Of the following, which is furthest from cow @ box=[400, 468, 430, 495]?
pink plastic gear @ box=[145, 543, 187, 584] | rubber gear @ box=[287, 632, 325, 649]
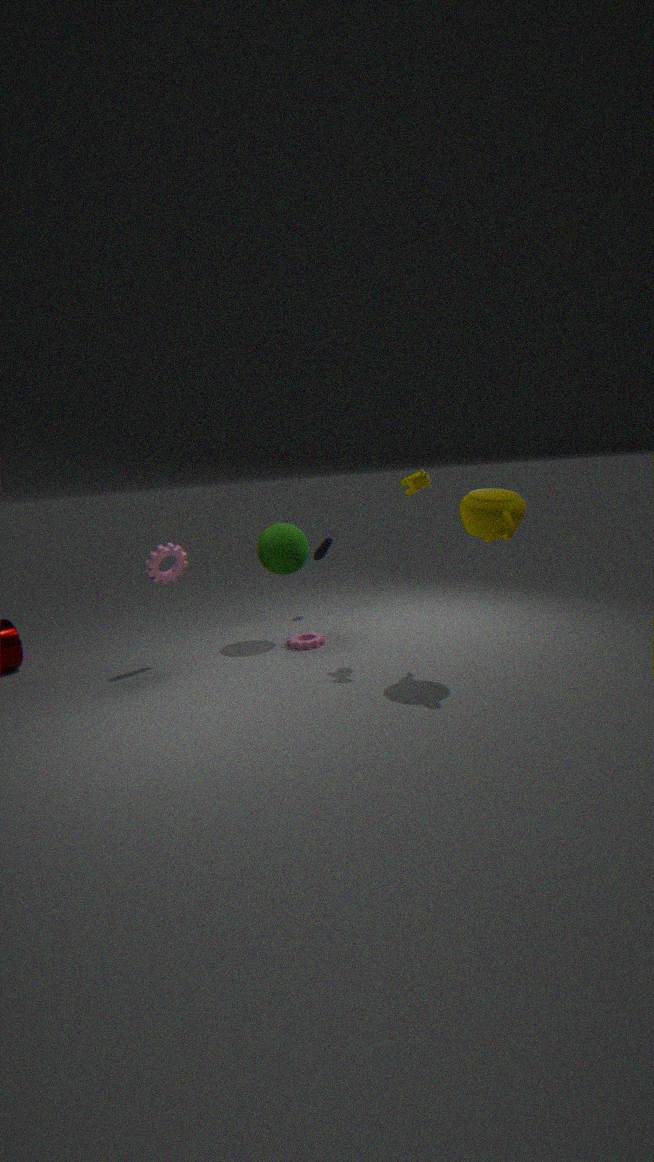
pink plastic gear @ box=[145, 543, 187, 584]
